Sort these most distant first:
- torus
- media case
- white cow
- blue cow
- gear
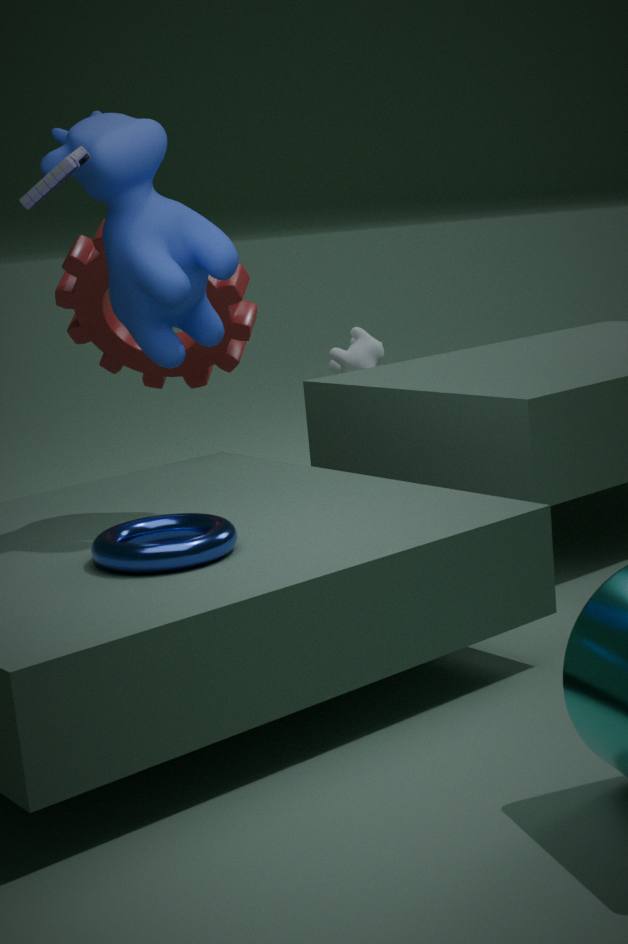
white cow < gear < blue cow < torus < media case
